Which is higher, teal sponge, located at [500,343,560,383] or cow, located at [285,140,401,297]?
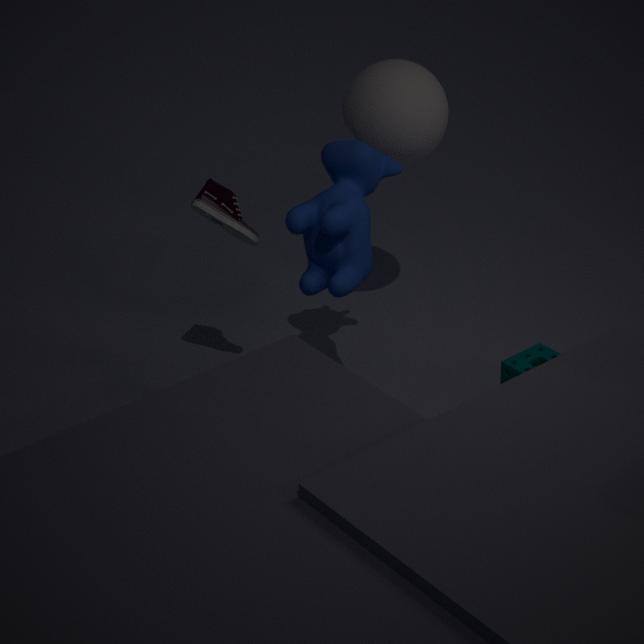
cow, located at [285,140,401,297]
